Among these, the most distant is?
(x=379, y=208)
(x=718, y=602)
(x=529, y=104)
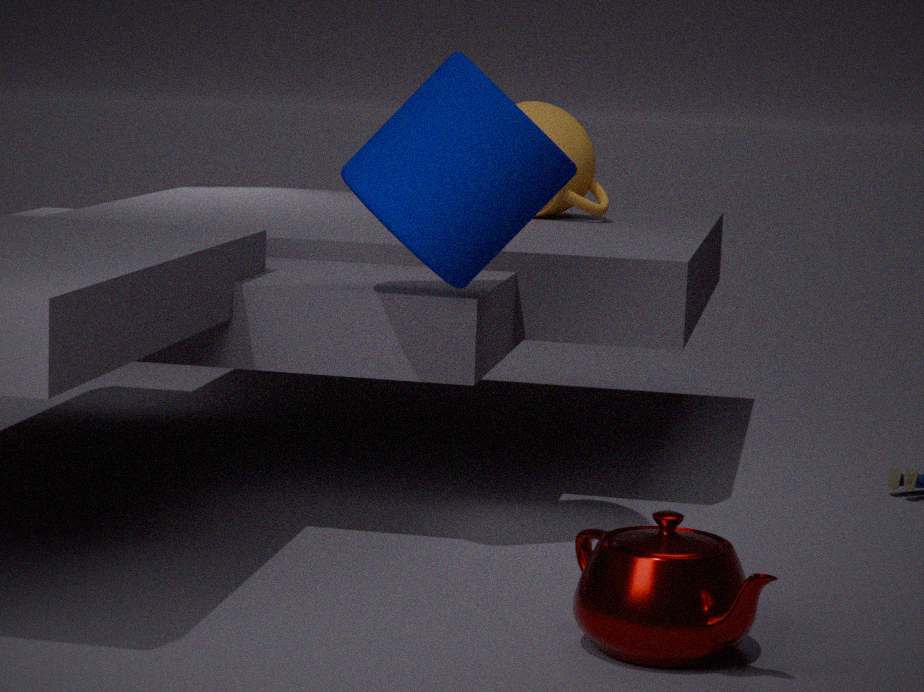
(x=529, y=104)
